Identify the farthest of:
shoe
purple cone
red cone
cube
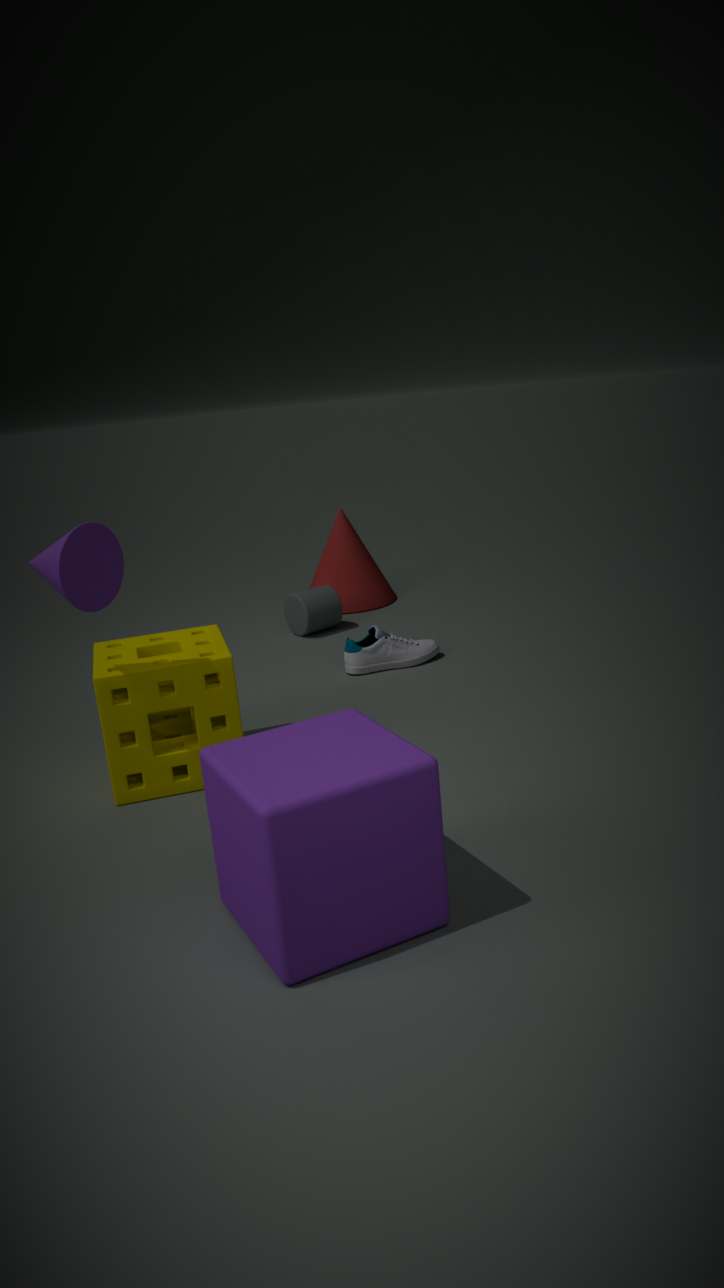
red cone
